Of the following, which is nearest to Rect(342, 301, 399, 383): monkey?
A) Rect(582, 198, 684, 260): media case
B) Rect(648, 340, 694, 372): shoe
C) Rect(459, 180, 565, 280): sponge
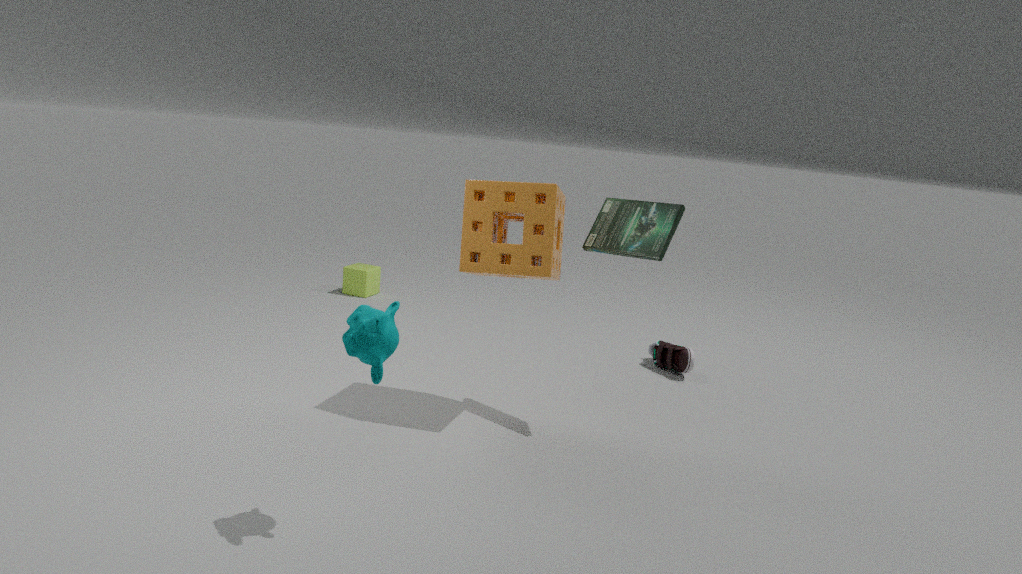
Rect(459, 180, 565, 280): sponge
